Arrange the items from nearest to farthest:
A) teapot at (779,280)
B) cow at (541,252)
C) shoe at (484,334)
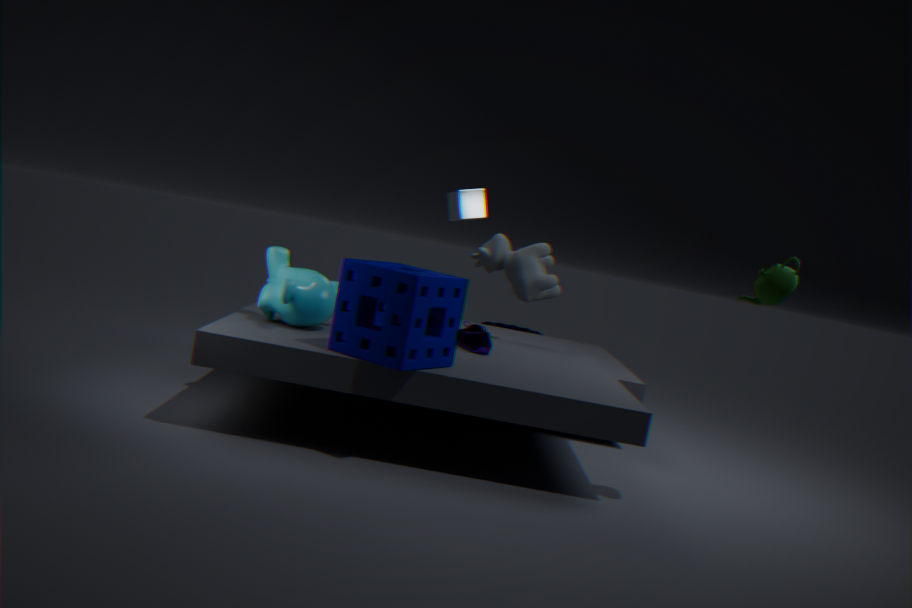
teapot at (779,280) < shoe at (484,334) < cow at (541,252)
